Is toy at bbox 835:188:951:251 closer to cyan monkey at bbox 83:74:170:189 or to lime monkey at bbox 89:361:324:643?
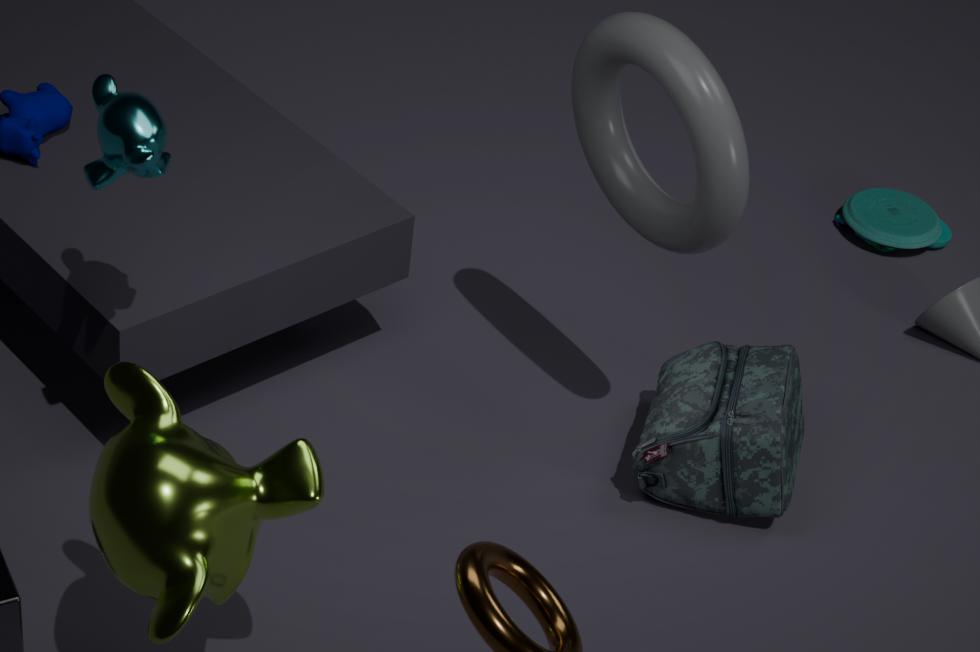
cyan monkey at bbox 83:74:170:189
